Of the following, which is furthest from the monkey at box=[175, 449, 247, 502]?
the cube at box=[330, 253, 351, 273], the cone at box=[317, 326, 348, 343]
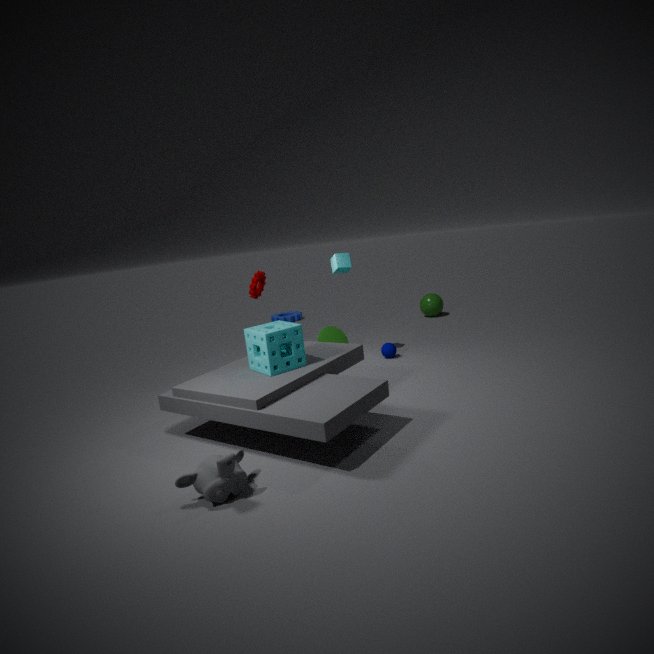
the cube at box=[330, 253, 351, 273]
